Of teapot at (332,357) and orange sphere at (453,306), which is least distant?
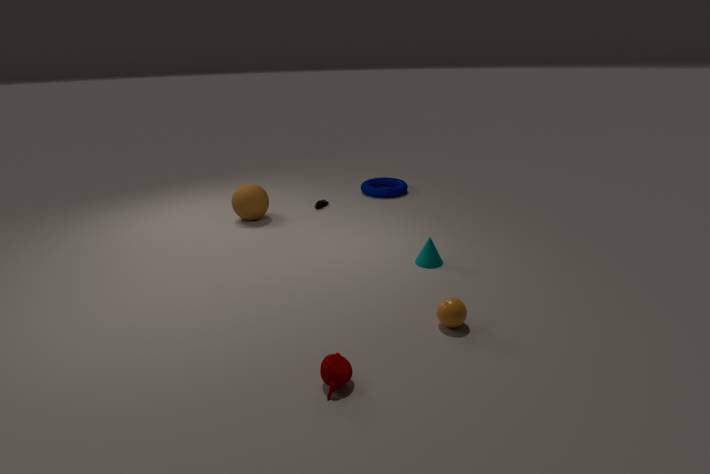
teapot at (332,357)
